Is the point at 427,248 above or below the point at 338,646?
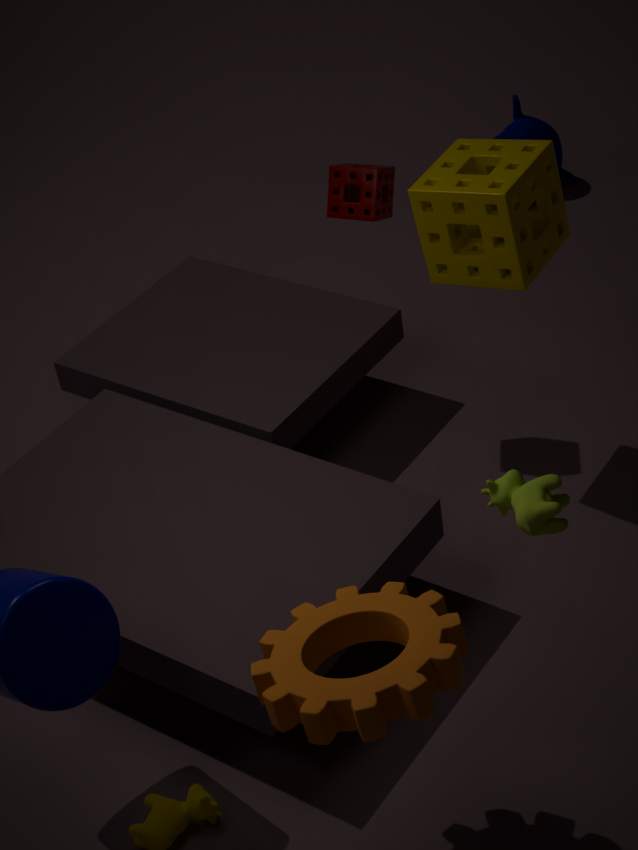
above
